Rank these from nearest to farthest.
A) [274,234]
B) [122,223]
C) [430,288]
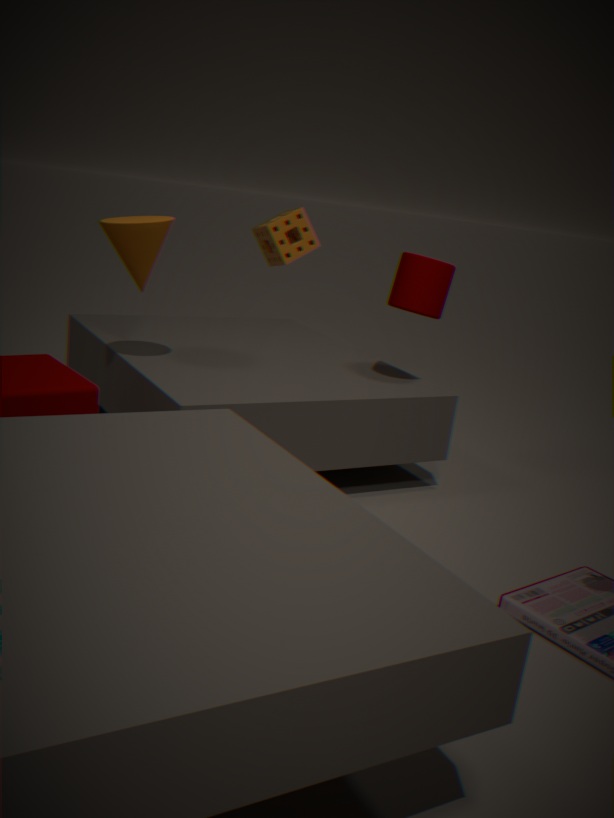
1. [122,223]
2. [430,288]
3. [274,234]
